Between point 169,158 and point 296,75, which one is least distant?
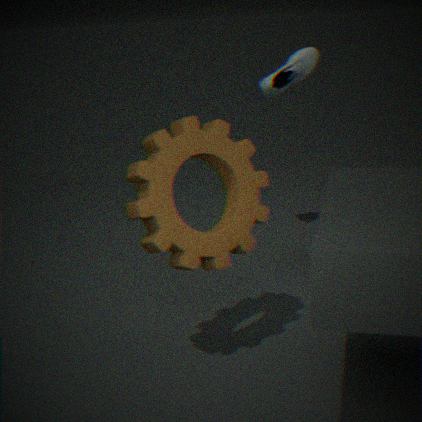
point 169,158
